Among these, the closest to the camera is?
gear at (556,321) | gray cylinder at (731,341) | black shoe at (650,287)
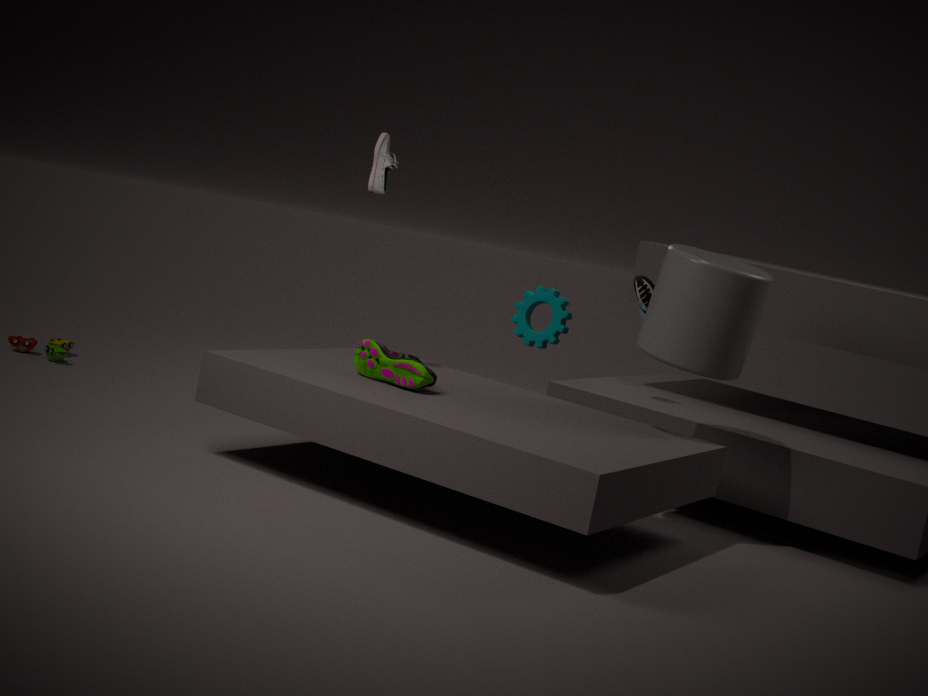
gray cylinder at (731,341)
